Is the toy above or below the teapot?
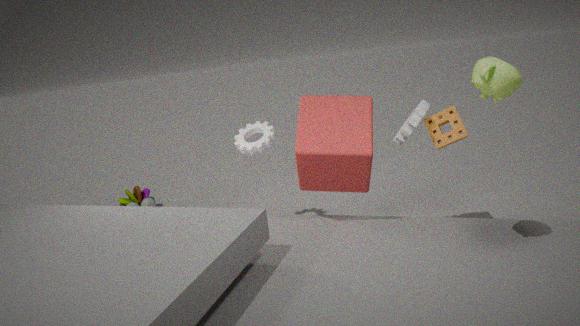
below
